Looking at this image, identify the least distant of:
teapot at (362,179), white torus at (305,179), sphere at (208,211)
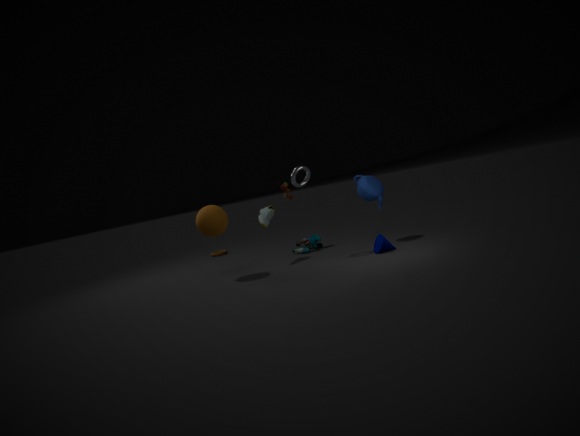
sphere at (208,211)
